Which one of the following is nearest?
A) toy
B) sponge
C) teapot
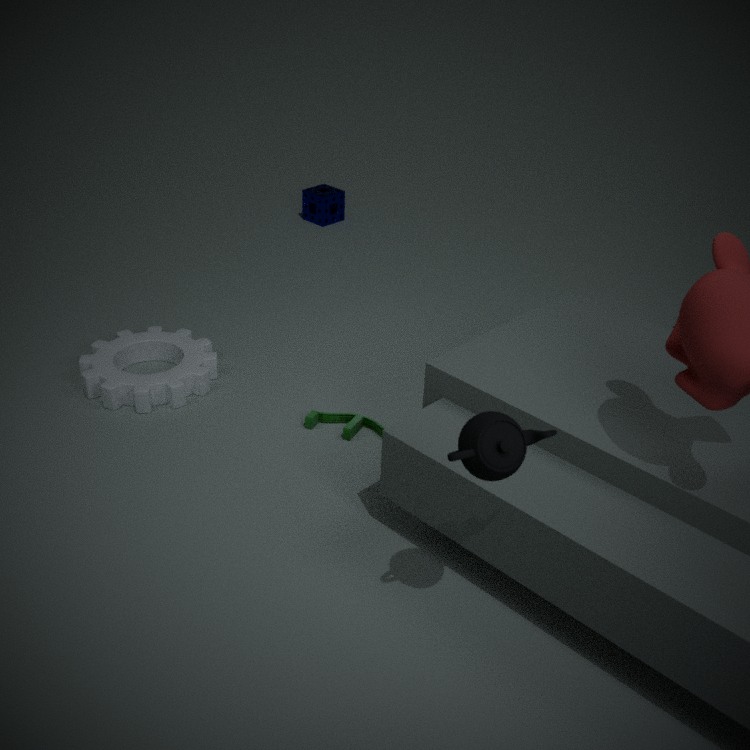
teapot
